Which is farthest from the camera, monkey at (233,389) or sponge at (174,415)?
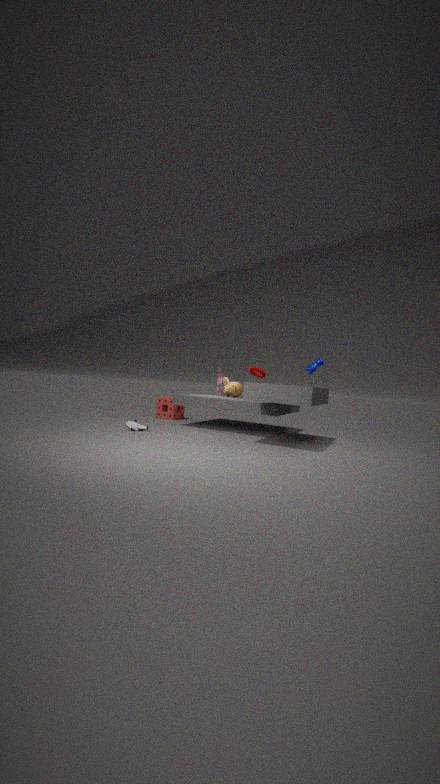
sponge at (174,415)
